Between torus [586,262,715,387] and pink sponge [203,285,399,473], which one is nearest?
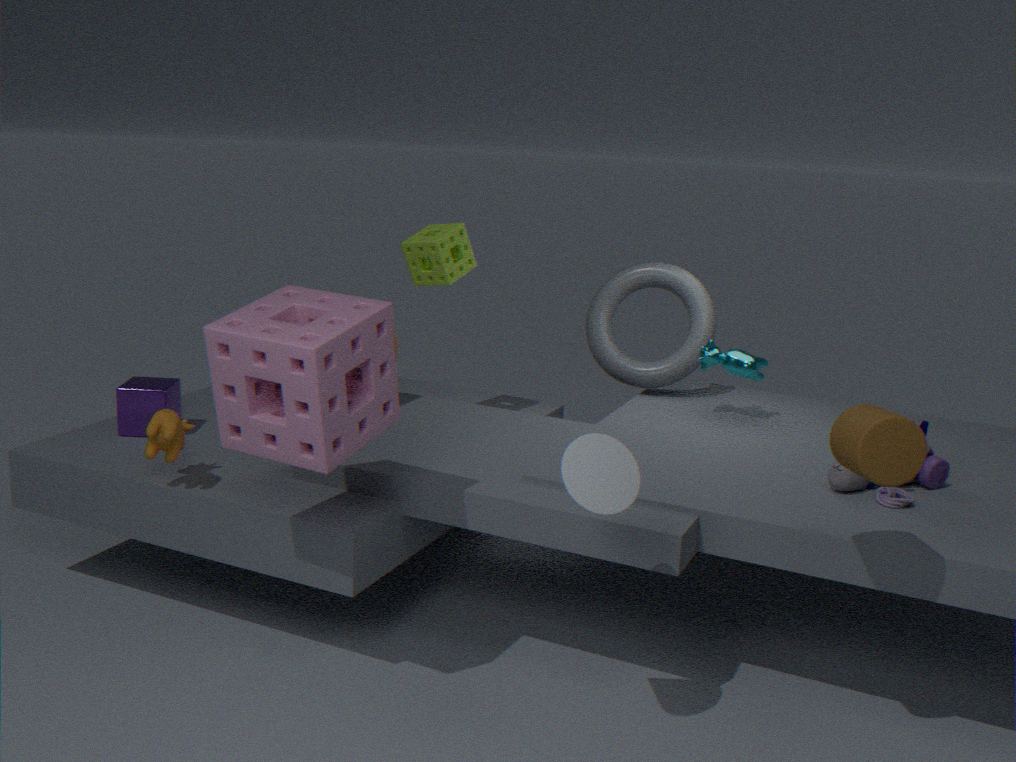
pink sponge [203,285,399,473]
